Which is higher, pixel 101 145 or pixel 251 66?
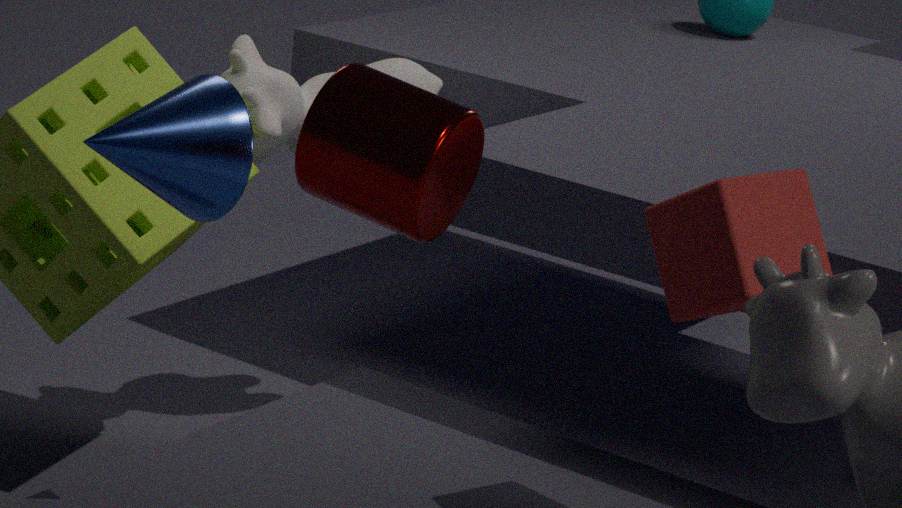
pixel 101 145
